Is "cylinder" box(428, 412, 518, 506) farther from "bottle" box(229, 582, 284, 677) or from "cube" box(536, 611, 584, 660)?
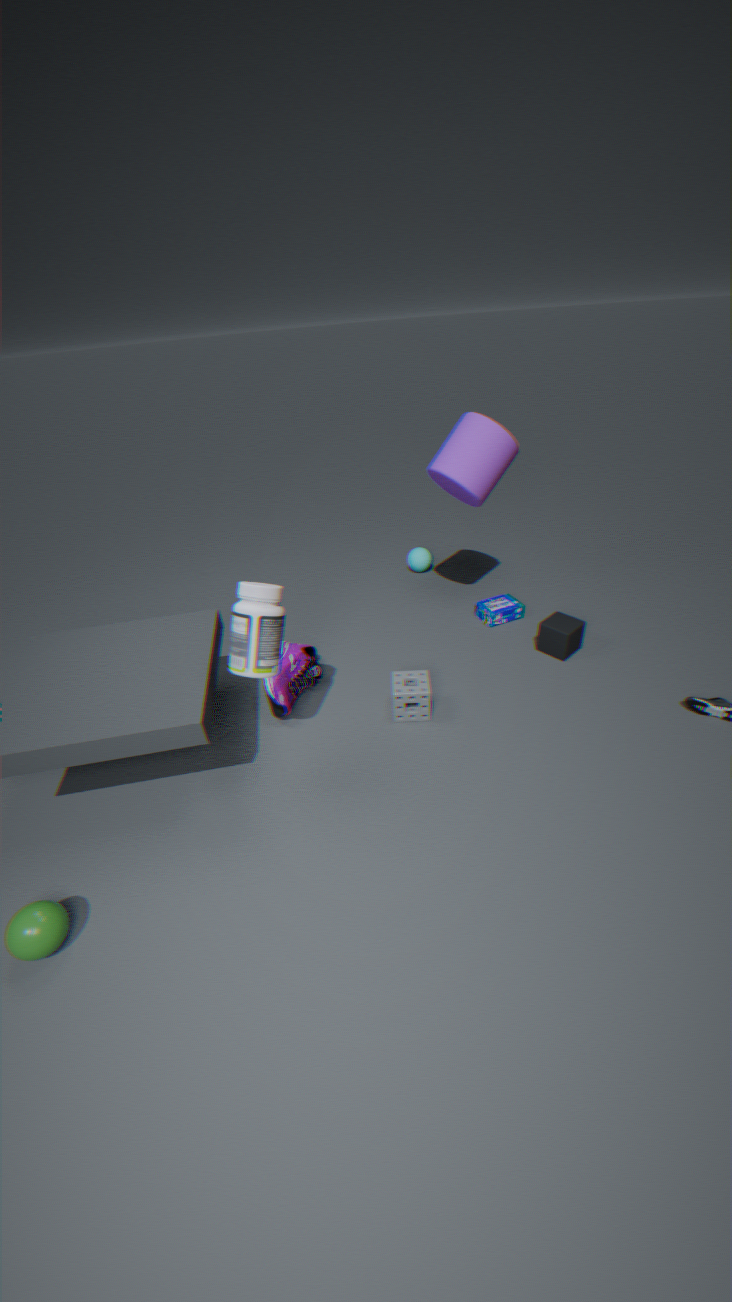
"bottle" box(229, 582, 284, 677)
